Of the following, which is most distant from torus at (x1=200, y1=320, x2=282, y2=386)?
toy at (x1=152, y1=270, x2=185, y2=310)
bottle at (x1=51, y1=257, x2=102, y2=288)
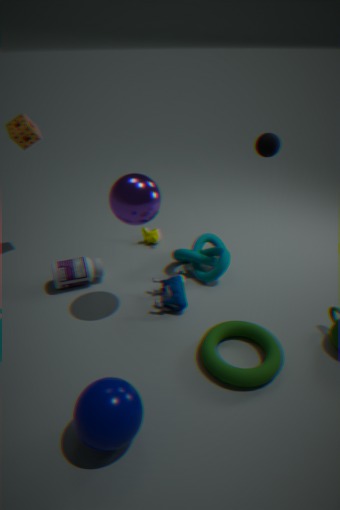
bottle at (x1=51, y1=257, x2=102, y2=288)
